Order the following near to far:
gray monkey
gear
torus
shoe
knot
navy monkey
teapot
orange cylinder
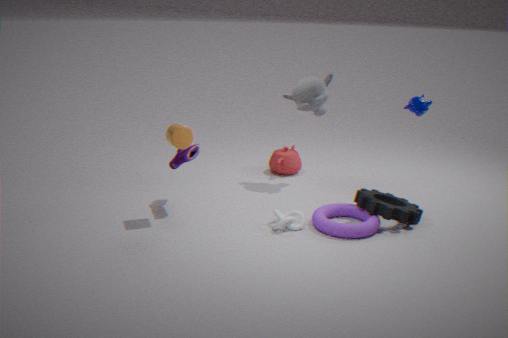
torus, orange cylinder, knot, navy monkey, gear, shoe, gray monkey, teapot
